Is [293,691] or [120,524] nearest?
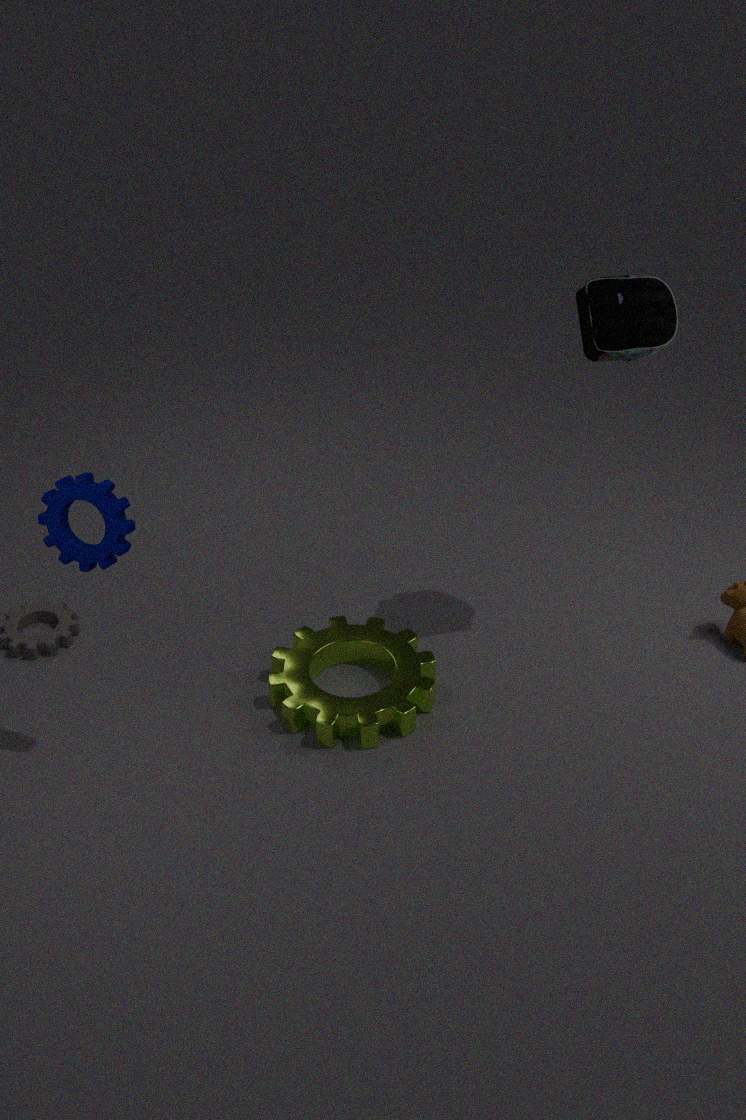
[120,524]
